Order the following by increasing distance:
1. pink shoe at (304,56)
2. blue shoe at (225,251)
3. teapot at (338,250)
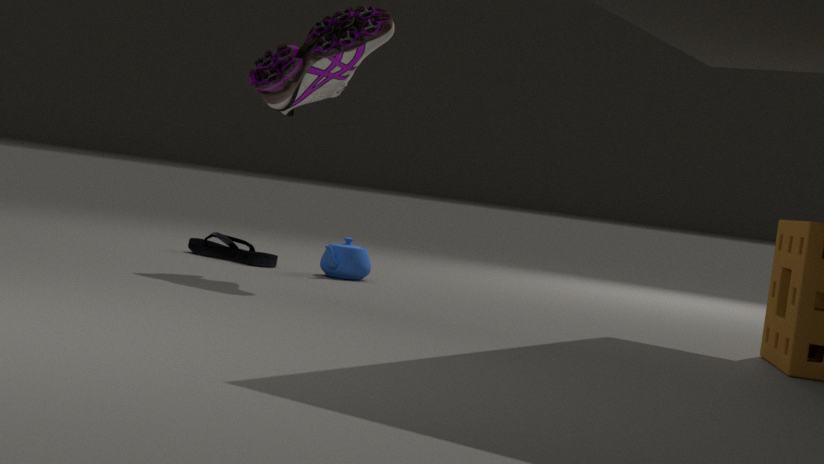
1. pink shoe at (304,56)
2. teapot at (338,250)
3. blue shoe at (225,251)
